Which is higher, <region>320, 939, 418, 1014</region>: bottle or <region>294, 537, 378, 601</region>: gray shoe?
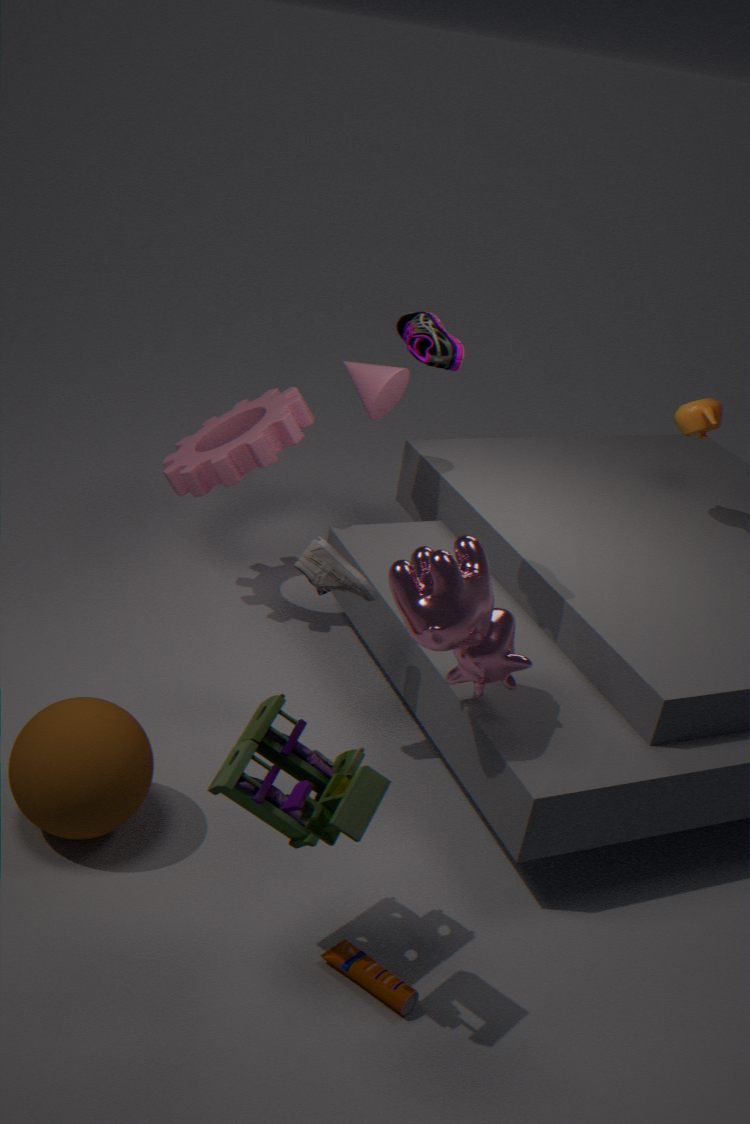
<region>294, 537, 378, 601</region>: gray shoe
